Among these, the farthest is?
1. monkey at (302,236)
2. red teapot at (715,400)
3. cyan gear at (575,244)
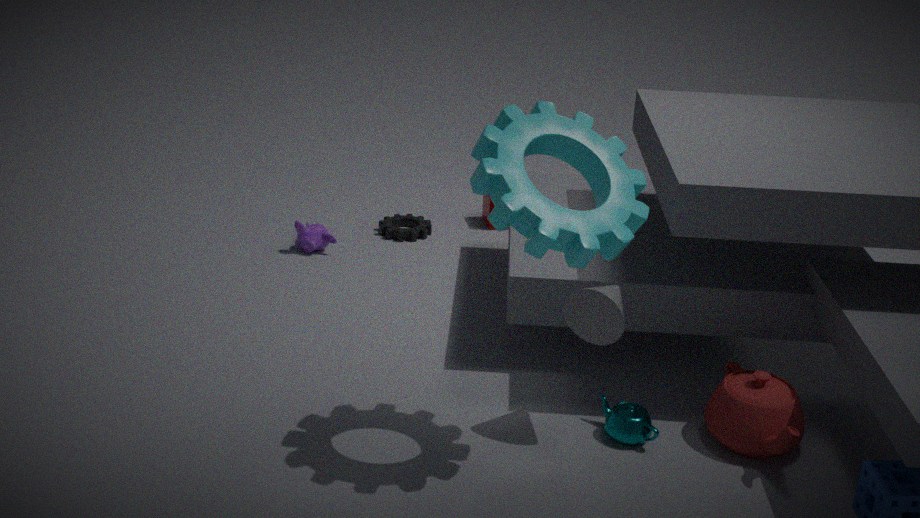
monkey at (302,236)
